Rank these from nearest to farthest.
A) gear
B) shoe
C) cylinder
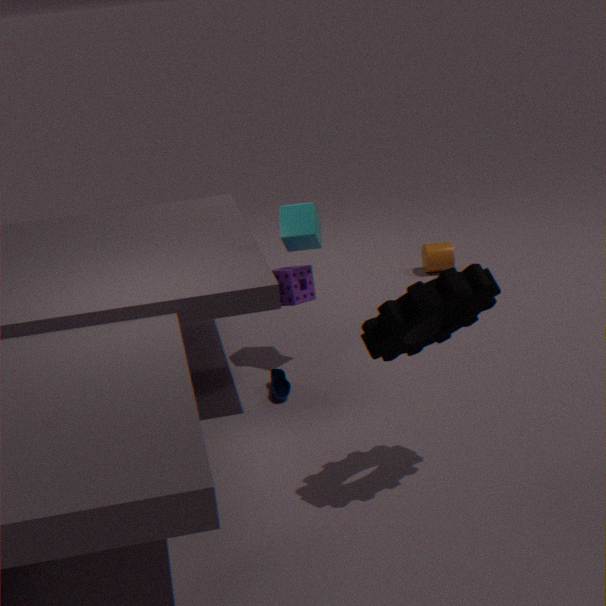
gear, shoe, cylinder
